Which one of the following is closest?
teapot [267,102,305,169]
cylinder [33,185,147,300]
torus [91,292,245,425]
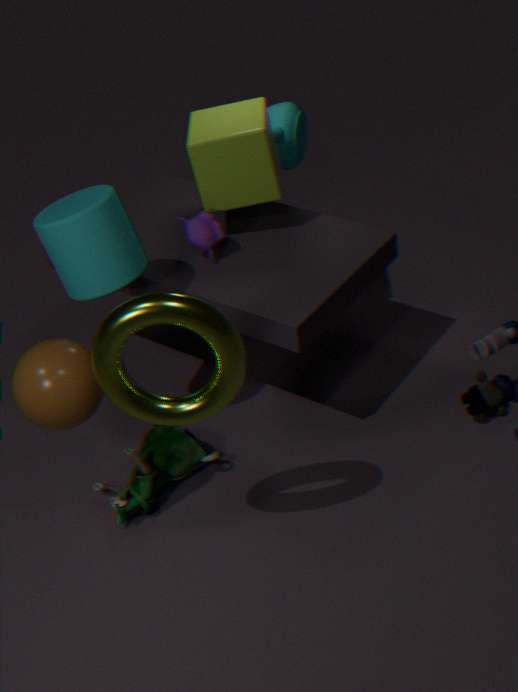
torus [91,292,245,425]
